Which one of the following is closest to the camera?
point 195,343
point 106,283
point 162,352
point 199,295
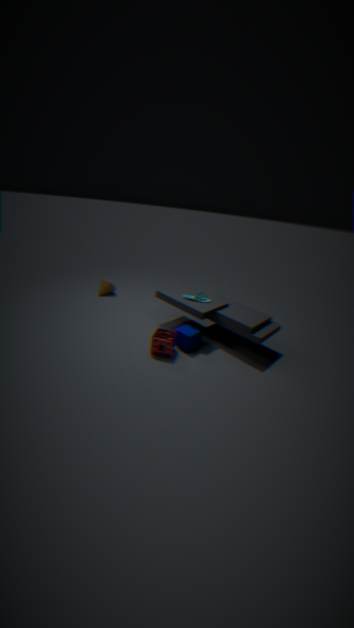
point 162,352
